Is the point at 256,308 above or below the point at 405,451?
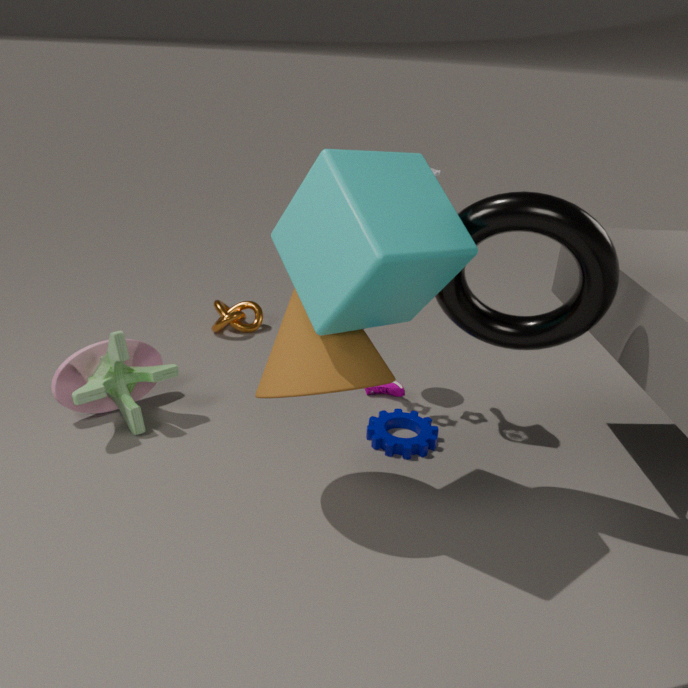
above
